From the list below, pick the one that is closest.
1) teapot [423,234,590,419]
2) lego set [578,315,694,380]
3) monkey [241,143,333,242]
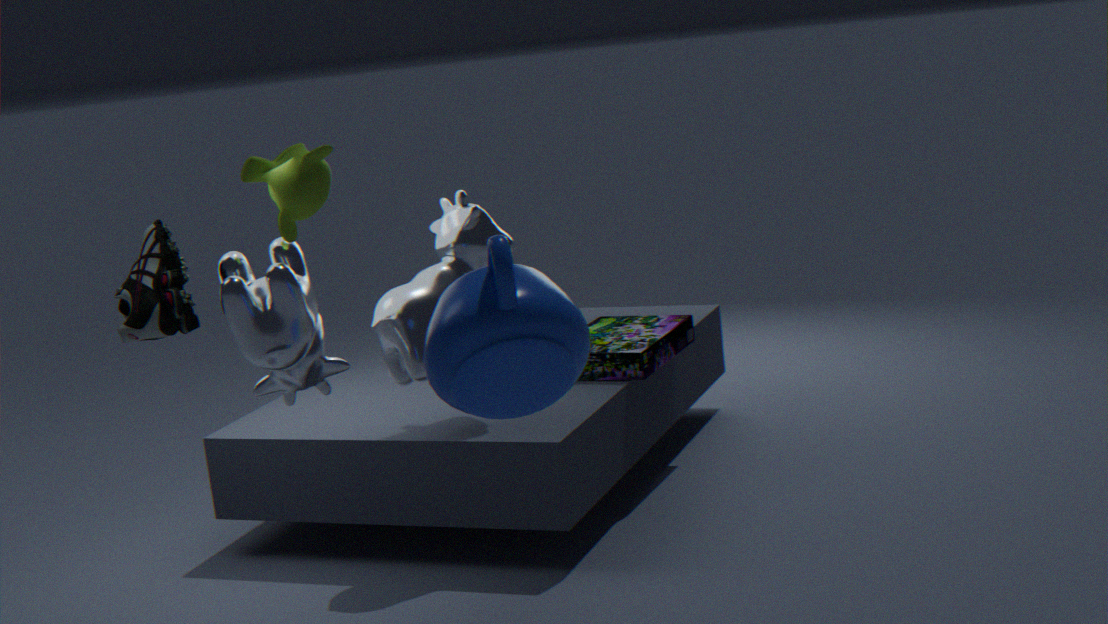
1. teapot [423,234,590,419]
